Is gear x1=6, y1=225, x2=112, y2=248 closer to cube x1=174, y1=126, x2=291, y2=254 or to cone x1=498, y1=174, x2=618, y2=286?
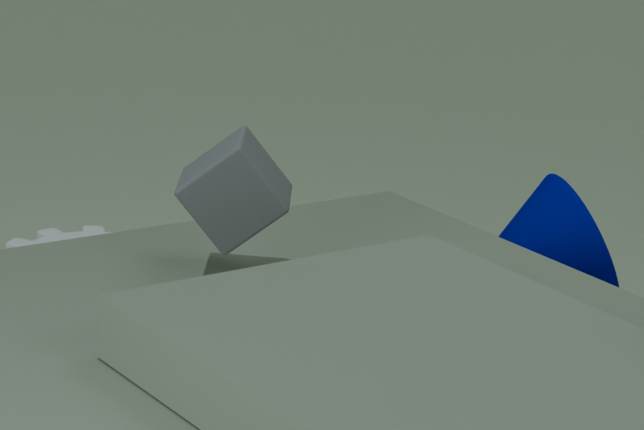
cube x1=174, y1=126, x2=291, y2=254
